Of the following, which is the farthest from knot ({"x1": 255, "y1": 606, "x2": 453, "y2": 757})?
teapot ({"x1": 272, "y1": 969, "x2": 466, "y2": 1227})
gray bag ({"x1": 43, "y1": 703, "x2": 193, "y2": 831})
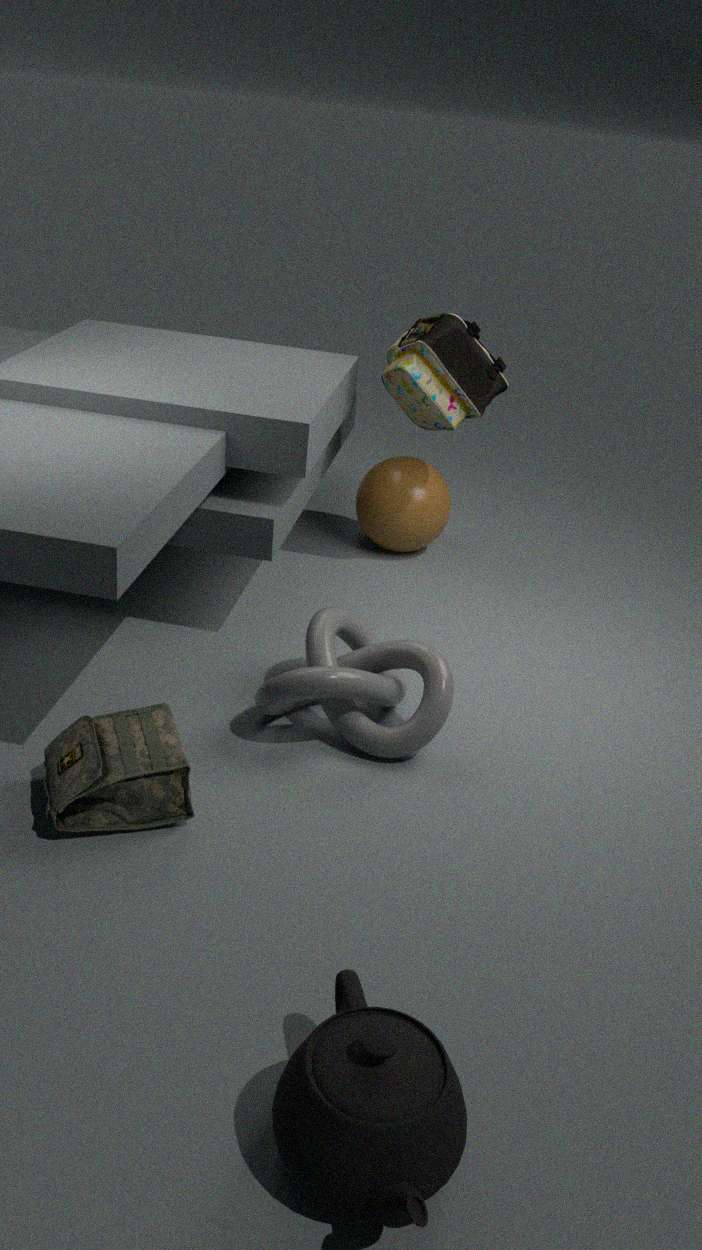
teapot ({"x1": 272, "y1": 969, "x2": 466, "y2": 1227})
